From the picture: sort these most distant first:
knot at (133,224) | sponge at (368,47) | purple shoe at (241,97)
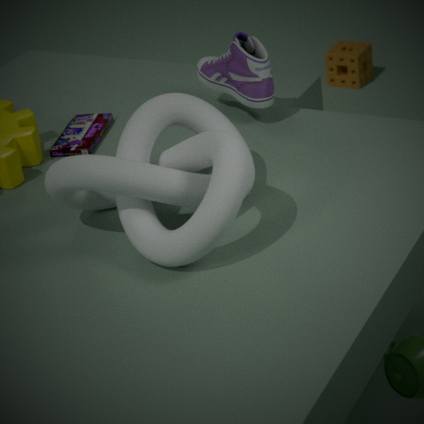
sponge at (368,47) < purple shoe at (241,97) < knot at (133,224)
